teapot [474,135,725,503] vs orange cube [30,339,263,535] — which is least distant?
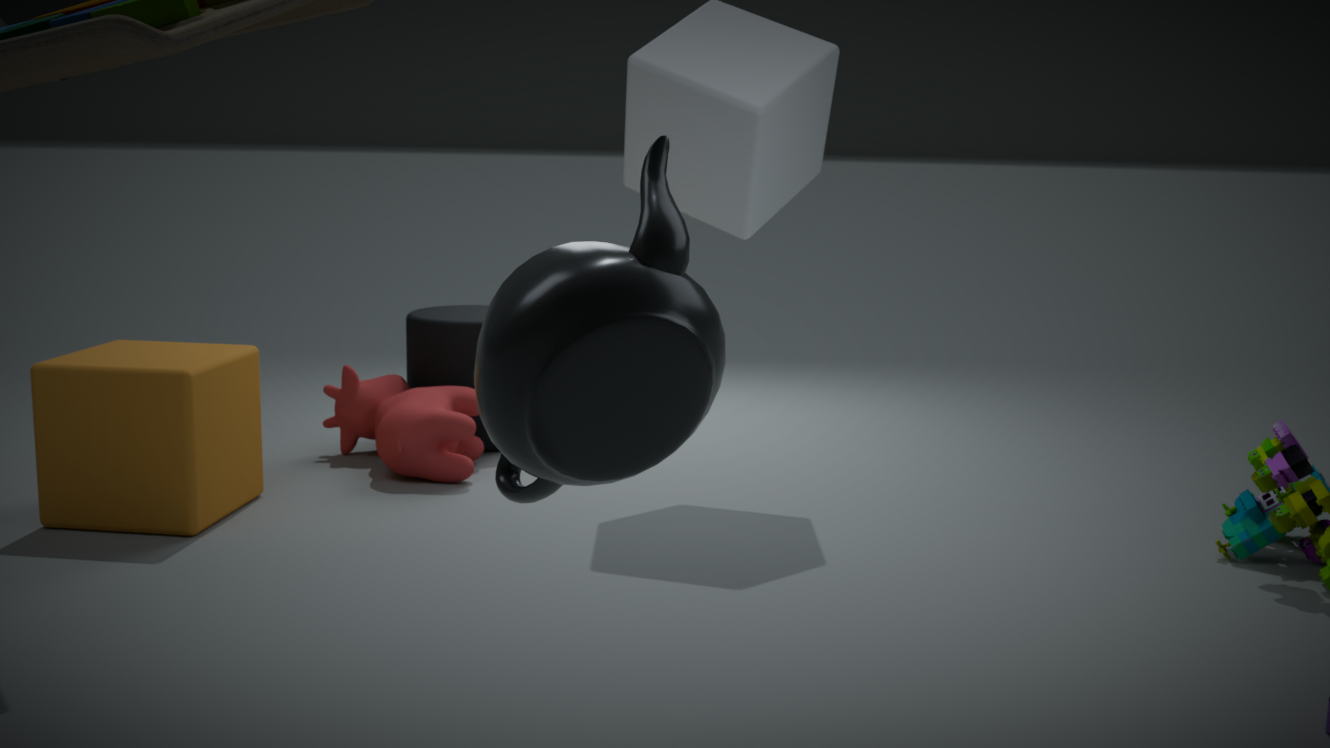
teapot [474,135,725,503]
